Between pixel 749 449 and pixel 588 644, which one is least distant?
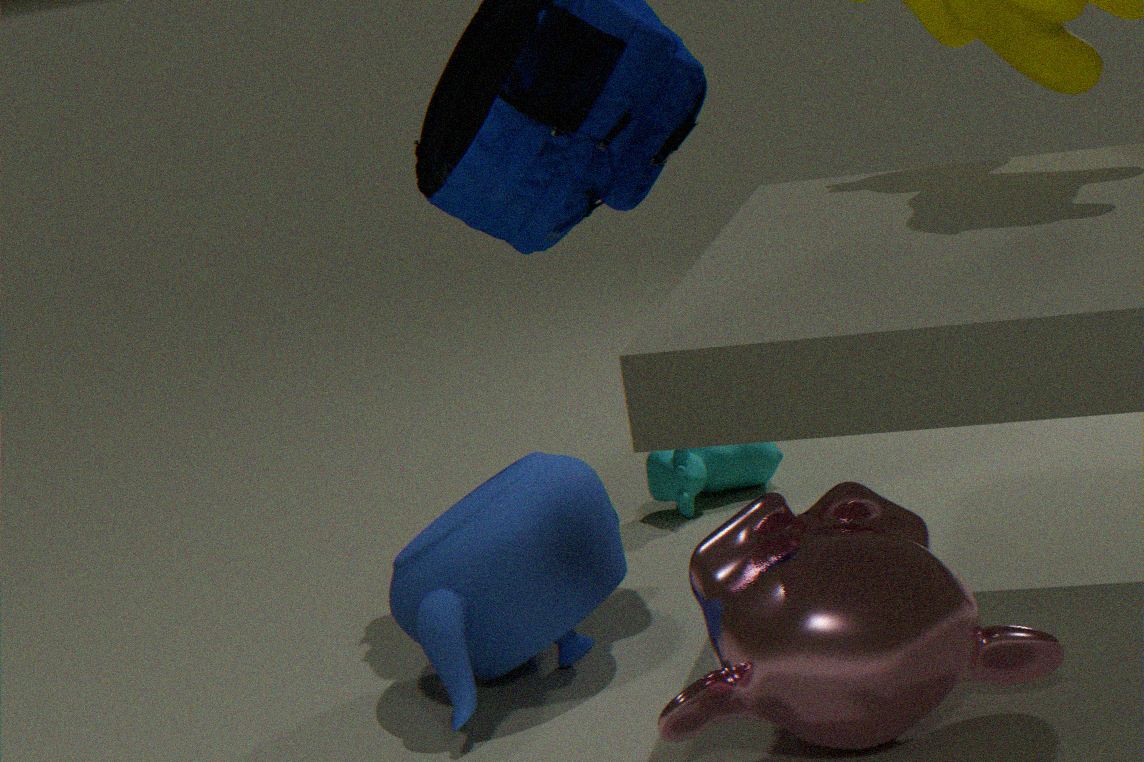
pixel 588 644
